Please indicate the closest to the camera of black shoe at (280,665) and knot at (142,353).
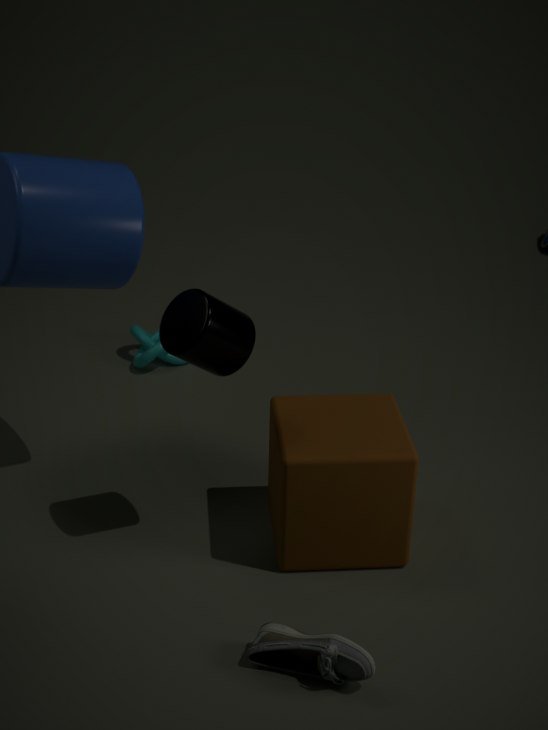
black shoe at (280,665)
